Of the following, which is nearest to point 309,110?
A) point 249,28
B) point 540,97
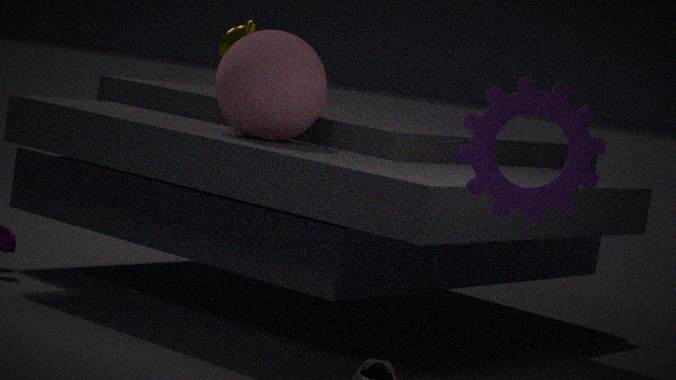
point 249,28
